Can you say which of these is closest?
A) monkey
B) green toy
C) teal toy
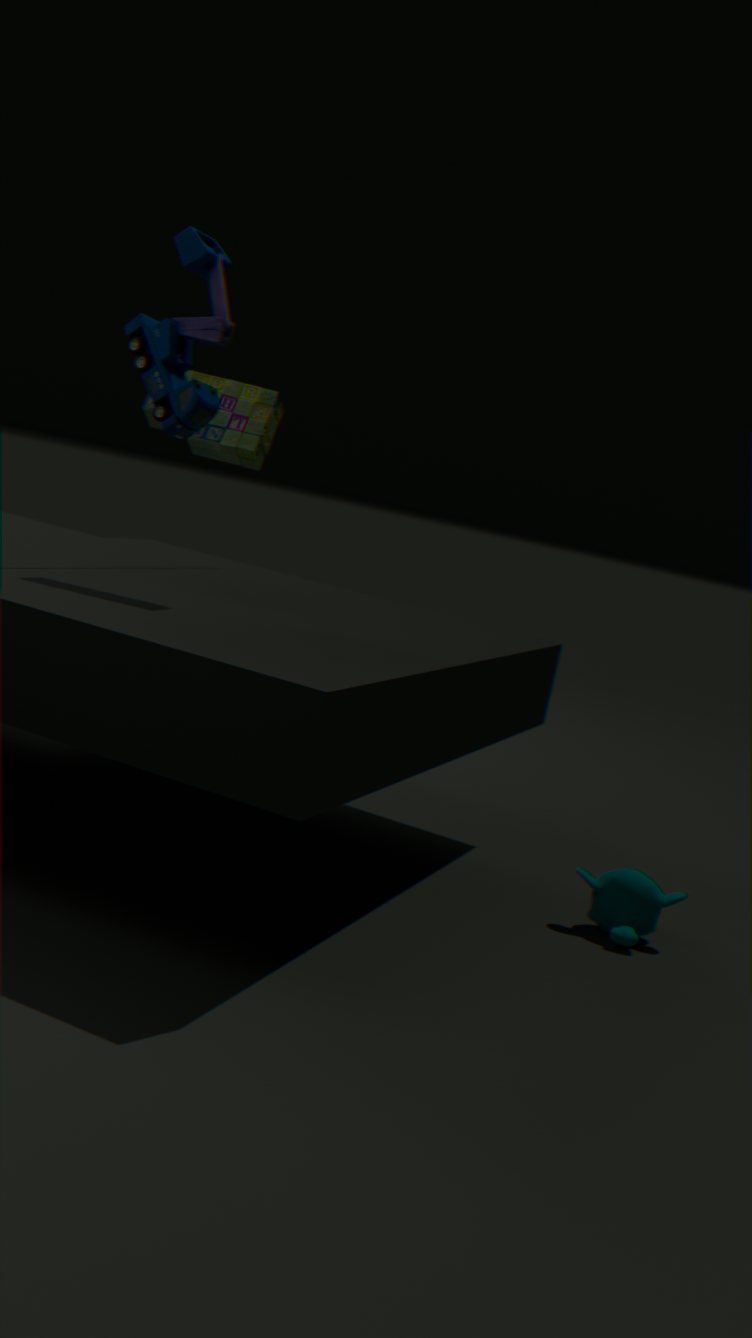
teal toy
